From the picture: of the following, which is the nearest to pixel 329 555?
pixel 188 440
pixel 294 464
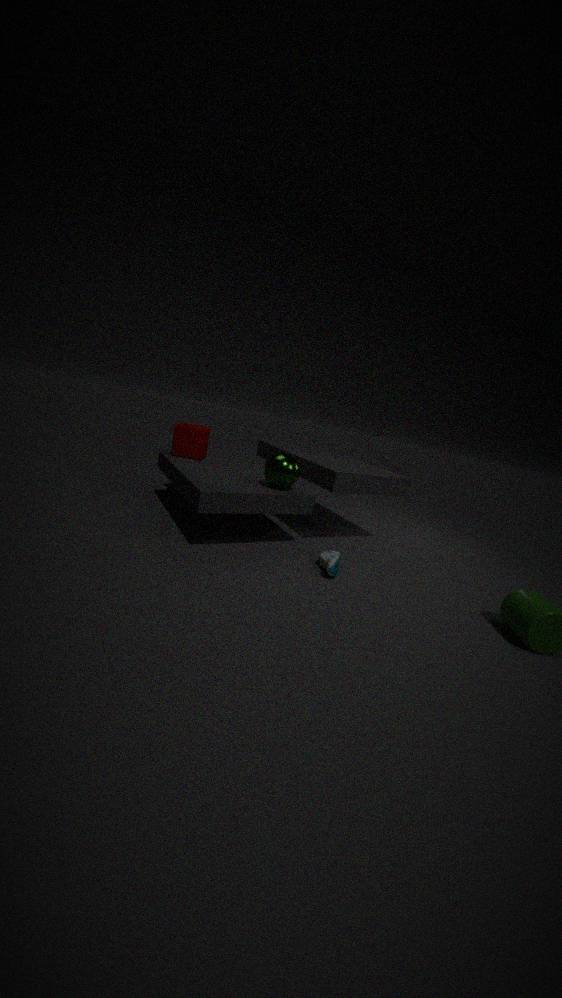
pixel 294 464
